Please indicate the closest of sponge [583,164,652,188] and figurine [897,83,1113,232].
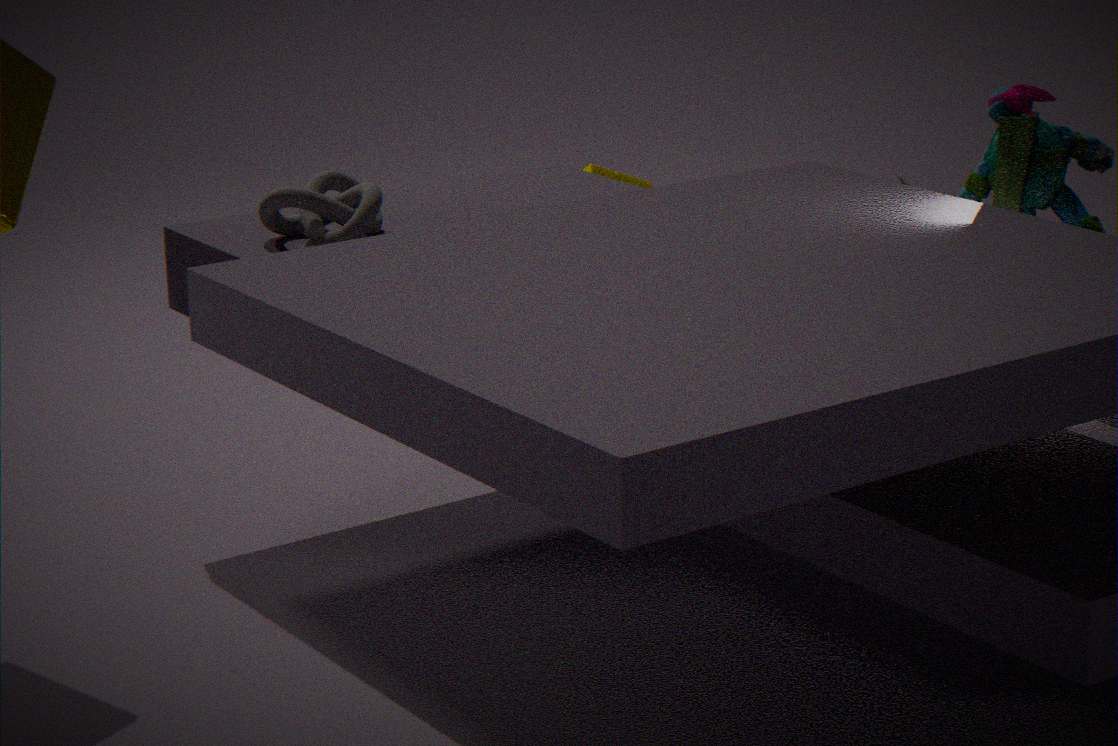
figurine [897,83,1113,232]
